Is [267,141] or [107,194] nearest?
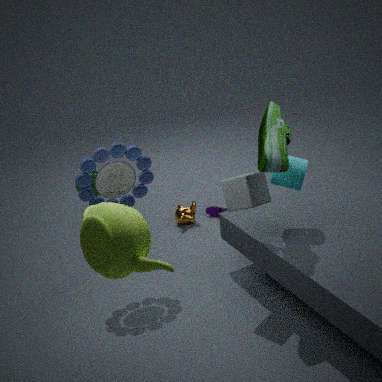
[267,141]
